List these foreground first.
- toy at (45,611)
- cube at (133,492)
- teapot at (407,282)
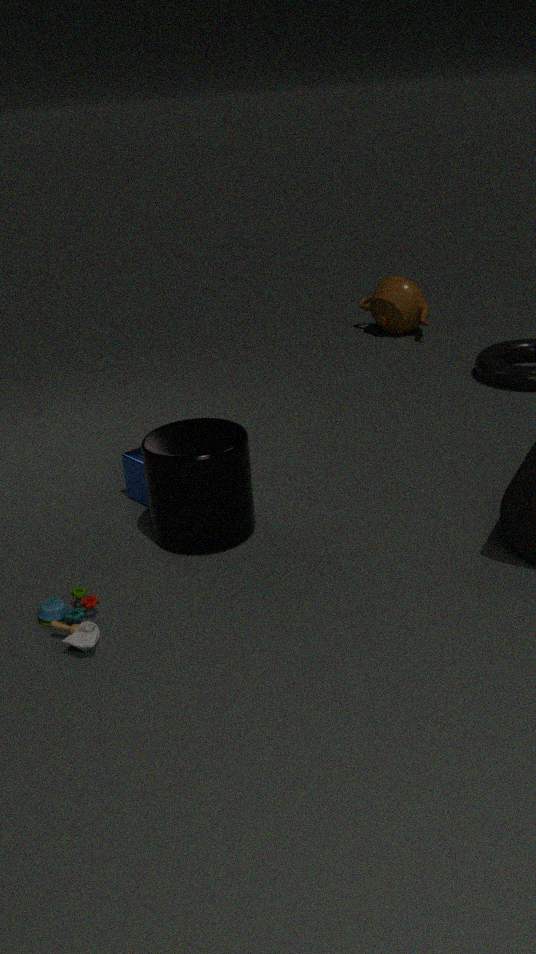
toy at (45,611) < cube at (133,492) < teapot at (407,282)
